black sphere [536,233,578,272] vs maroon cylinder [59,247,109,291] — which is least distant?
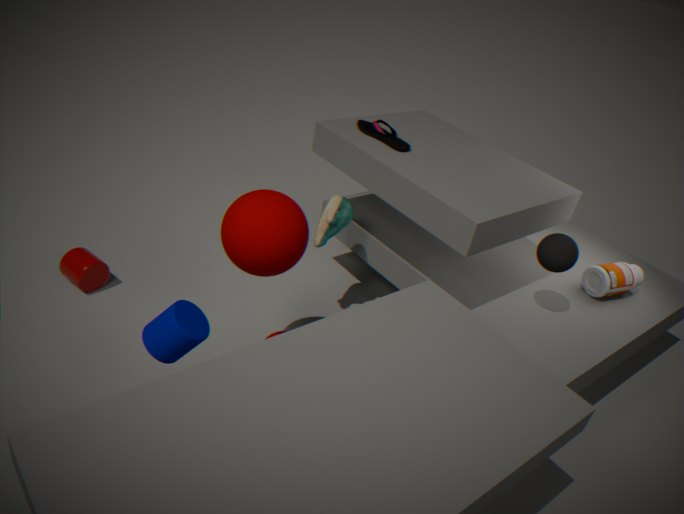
black sphere [536,233,578,272]
